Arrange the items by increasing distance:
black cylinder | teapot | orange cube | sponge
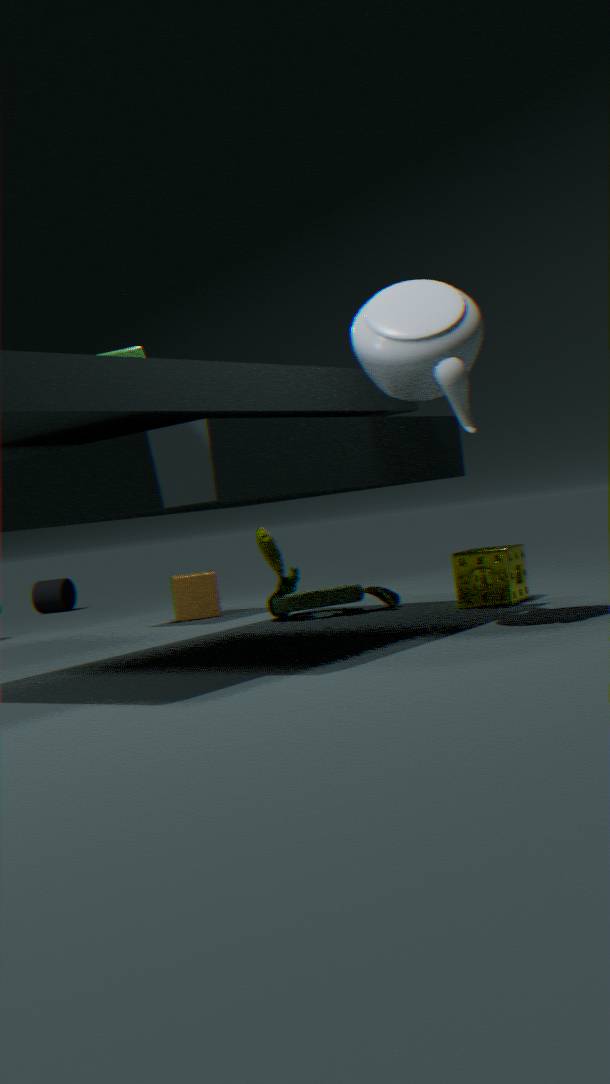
1. teapot
2. sponge
3. orange cube
4. black cylinder
